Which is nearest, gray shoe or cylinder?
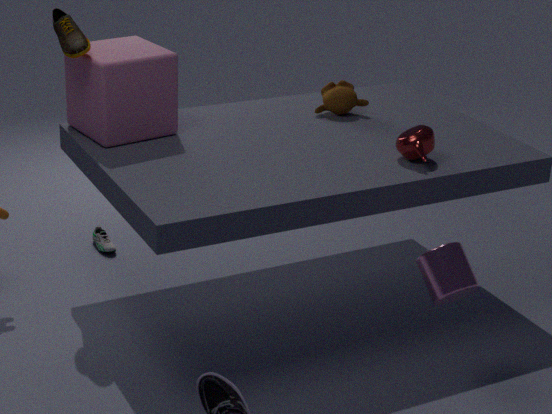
cylinder
